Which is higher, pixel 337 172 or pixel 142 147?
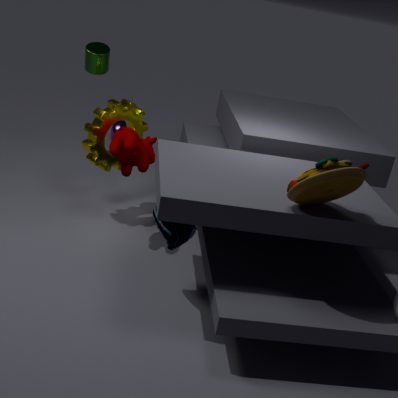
pixel 337 172
